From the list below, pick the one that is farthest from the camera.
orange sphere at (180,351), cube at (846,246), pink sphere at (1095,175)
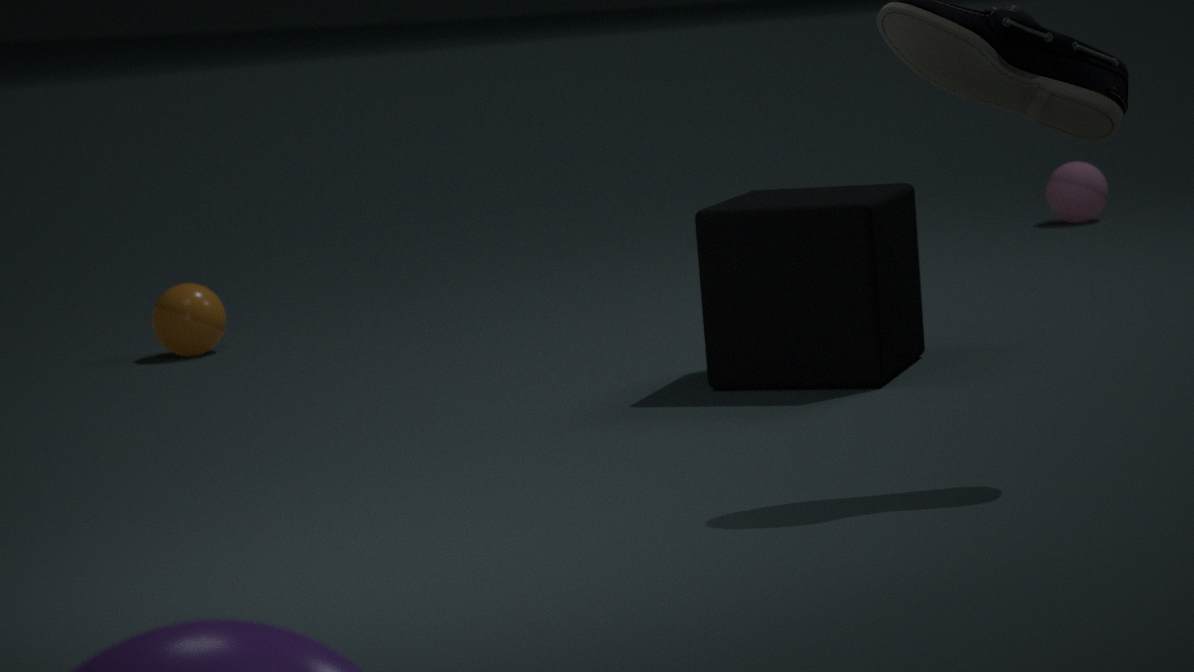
pink sphere at (1095,175)
